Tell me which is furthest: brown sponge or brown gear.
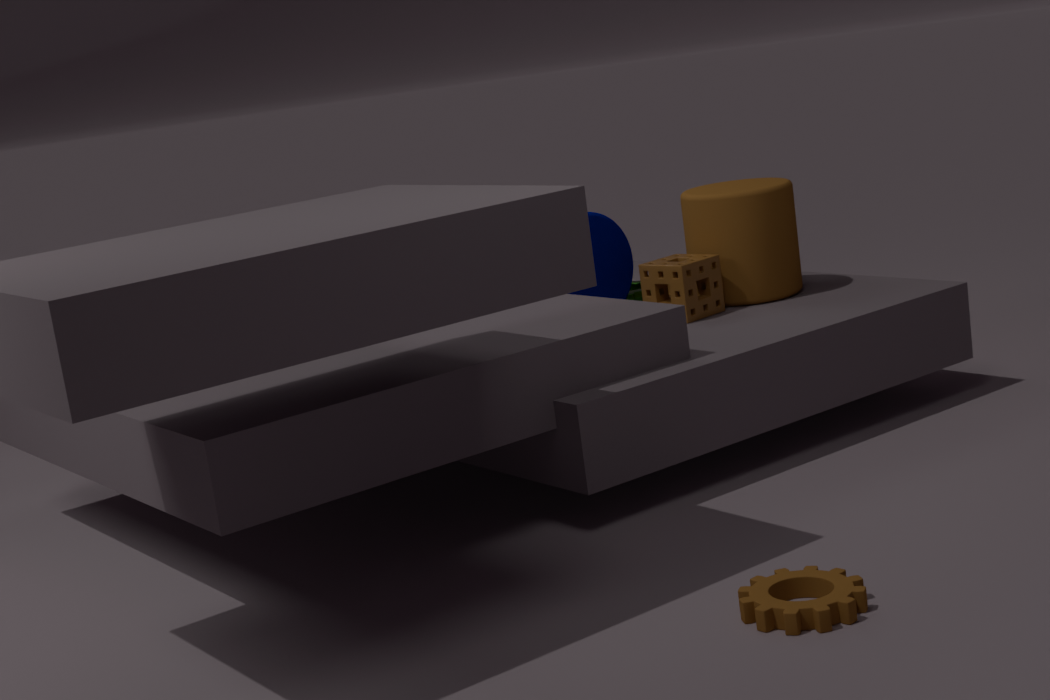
brown sponge
